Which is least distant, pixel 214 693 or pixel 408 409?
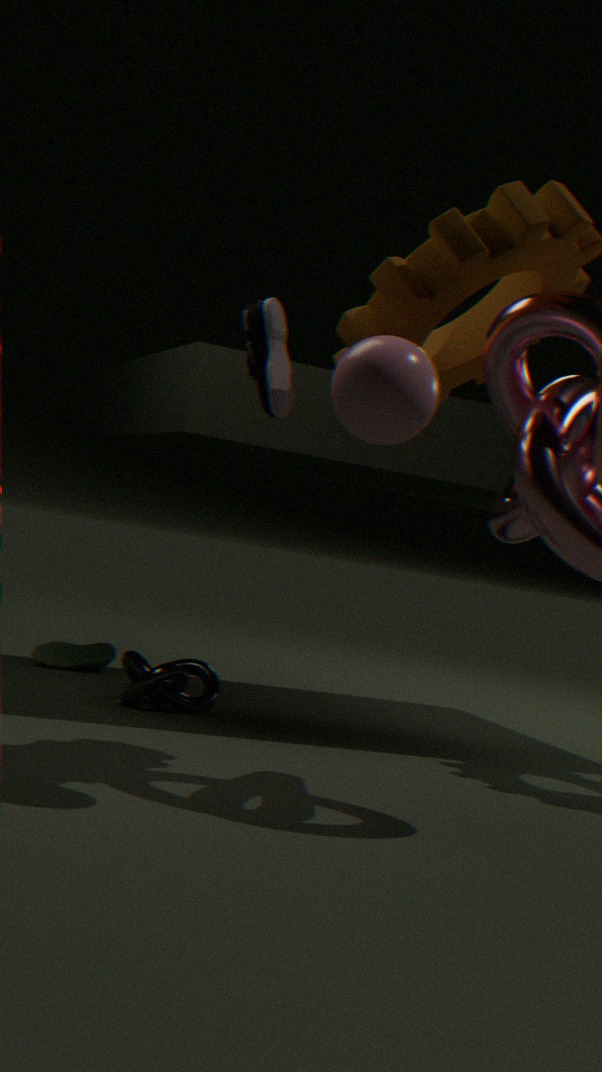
pixel 408 409
